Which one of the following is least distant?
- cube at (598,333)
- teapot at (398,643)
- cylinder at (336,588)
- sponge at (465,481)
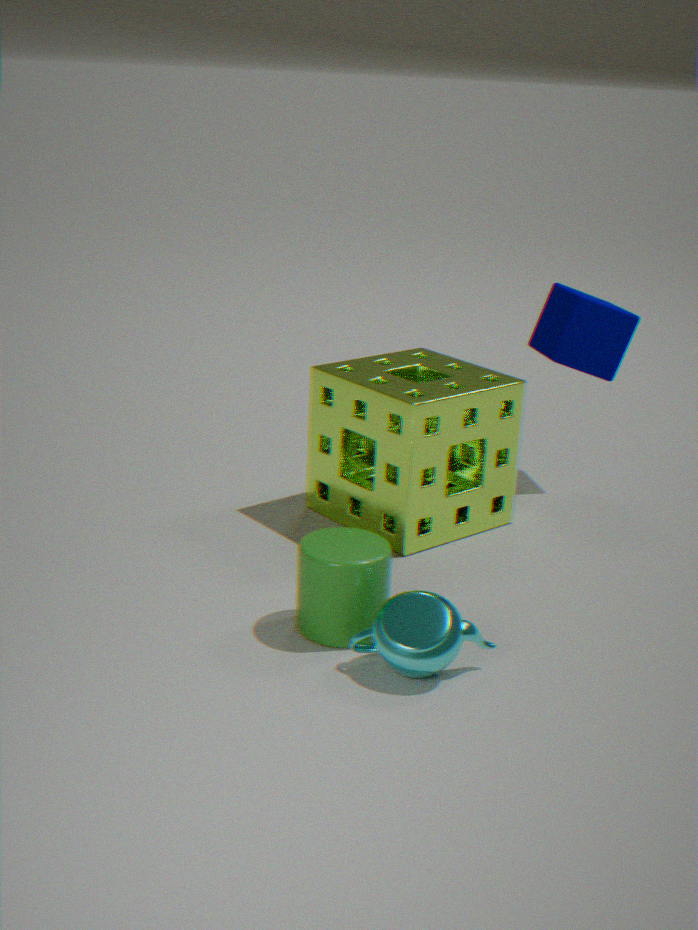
teapot at (398,643)
